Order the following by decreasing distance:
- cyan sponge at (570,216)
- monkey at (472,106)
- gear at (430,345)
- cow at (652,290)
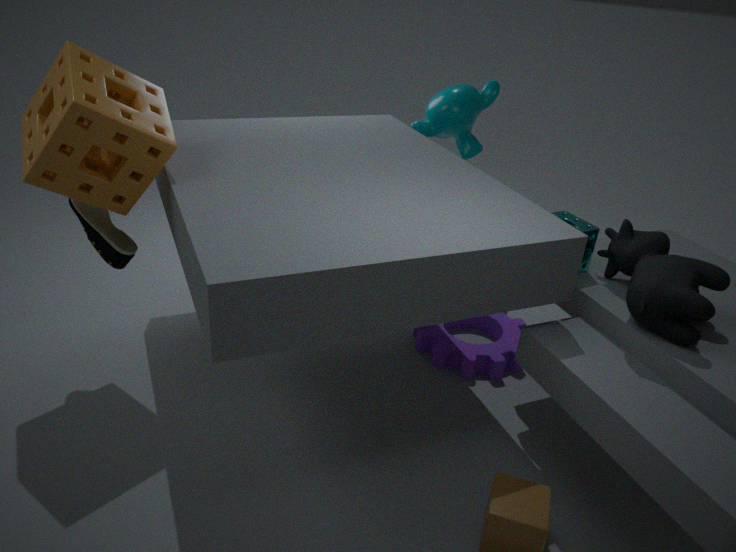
monkey at (472,106)
gear at (430,345)
cyan sponge at (570,216)
cow at (652,290)
